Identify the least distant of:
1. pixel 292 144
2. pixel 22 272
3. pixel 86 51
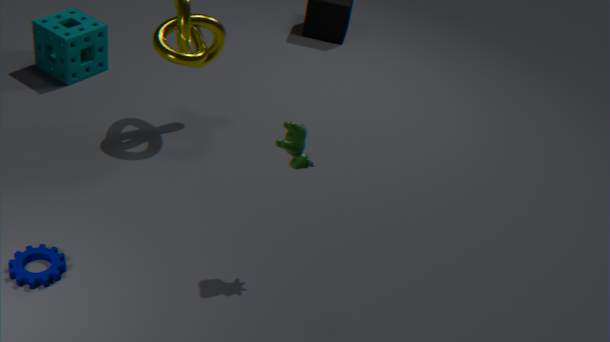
pixel 292 144
